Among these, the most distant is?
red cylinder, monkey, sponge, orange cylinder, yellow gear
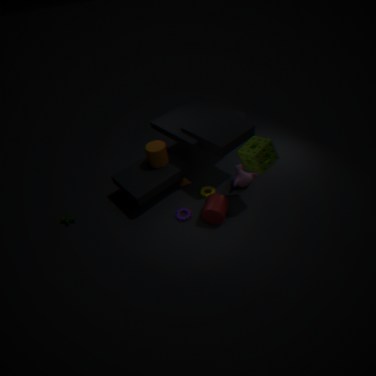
yellow gear
